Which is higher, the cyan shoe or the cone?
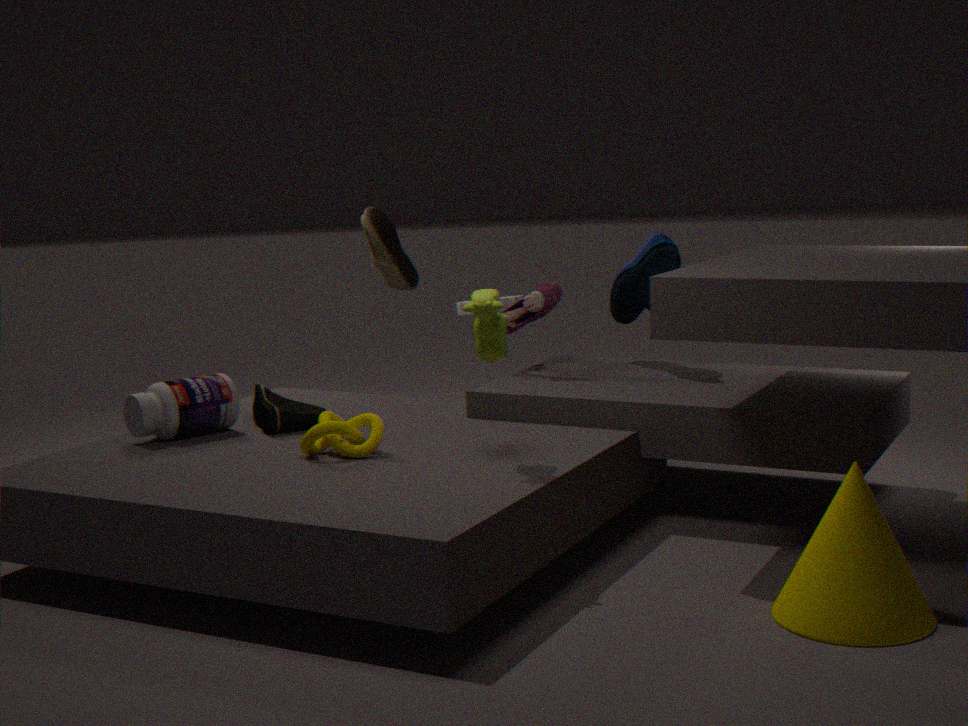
the cyan shoe
